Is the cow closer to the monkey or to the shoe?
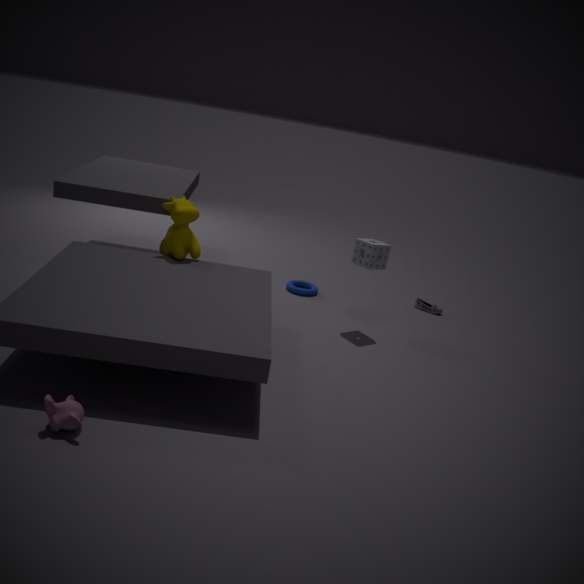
the monkey
